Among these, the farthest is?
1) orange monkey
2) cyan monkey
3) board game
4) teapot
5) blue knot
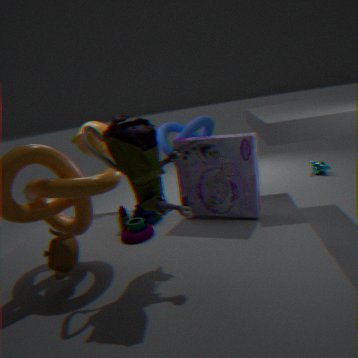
2. cyan monkey
